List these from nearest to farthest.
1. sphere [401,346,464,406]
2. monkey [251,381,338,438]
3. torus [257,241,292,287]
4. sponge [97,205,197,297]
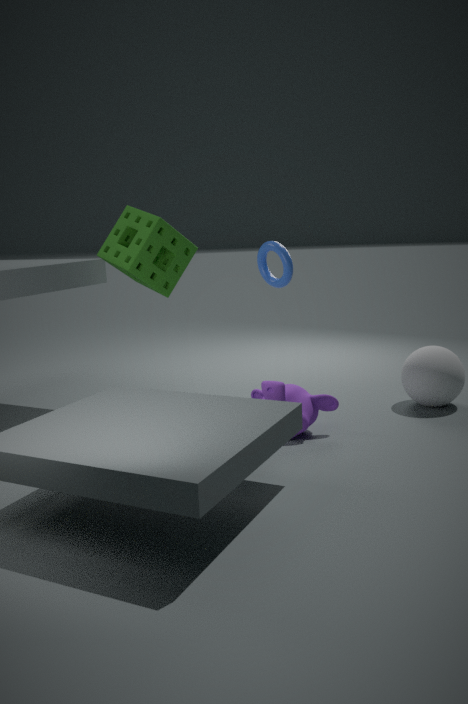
1. monkey [251,381,338,438]
2. torus [257,241,292,287]
3. sphere [401,346,464,406]
4. sponge [97,205,197,297]
